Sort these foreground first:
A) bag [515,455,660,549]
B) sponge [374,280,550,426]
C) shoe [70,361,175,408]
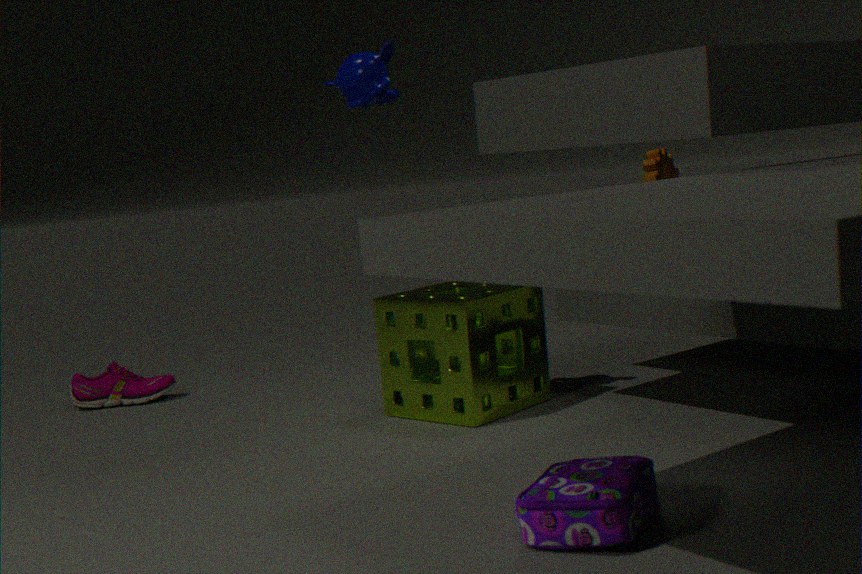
1. bag [515,455,660,549]
2. sponge [374,280,550,426]
3. shoe [70,361,175,408]
